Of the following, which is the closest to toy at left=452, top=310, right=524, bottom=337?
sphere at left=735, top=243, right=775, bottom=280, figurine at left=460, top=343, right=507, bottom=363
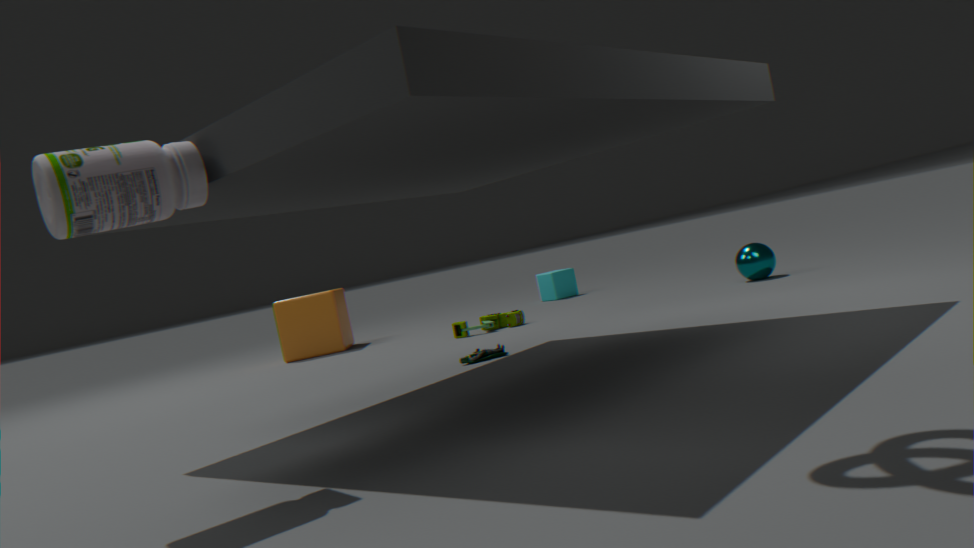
figurine at left=460, top=343, right=507, bottom=363
